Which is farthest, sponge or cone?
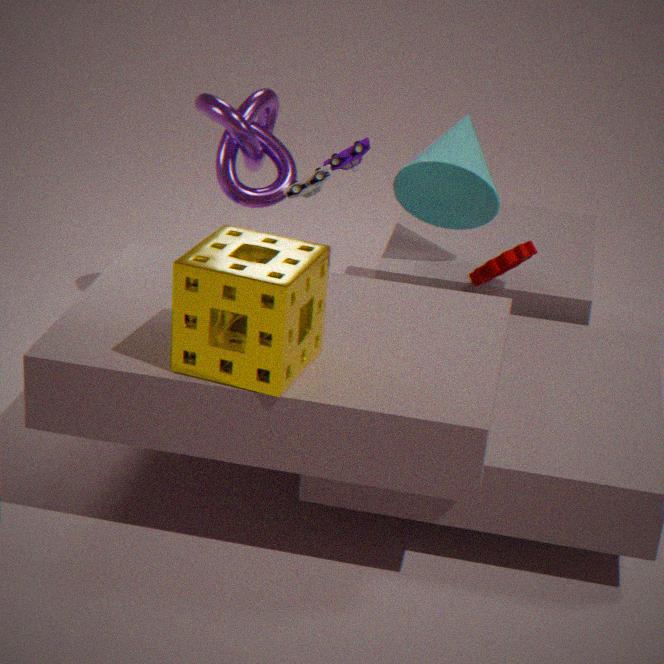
cone
